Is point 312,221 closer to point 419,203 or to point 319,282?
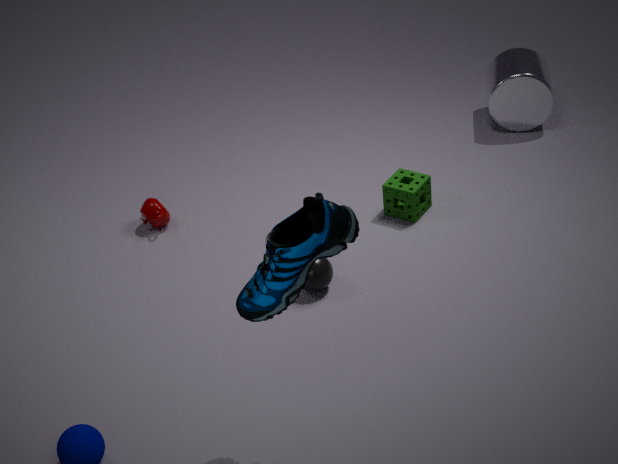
point 319,282
